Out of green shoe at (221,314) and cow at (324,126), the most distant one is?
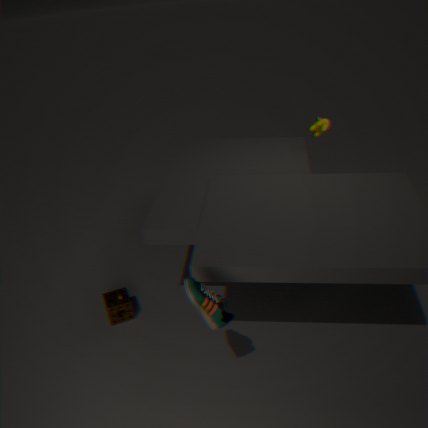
cow at (324,126)
